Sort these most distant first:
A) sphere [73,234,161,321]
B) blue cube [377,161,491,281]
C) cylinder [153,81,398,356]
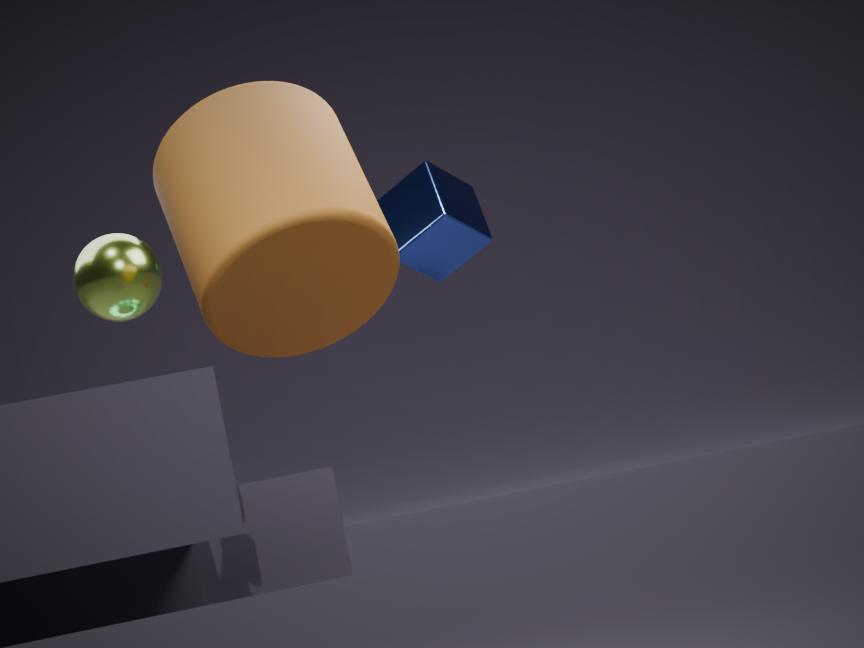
blue cube [377,161,491,281], sphere [73,234,161,321], cylinder [153,81,398,356]
